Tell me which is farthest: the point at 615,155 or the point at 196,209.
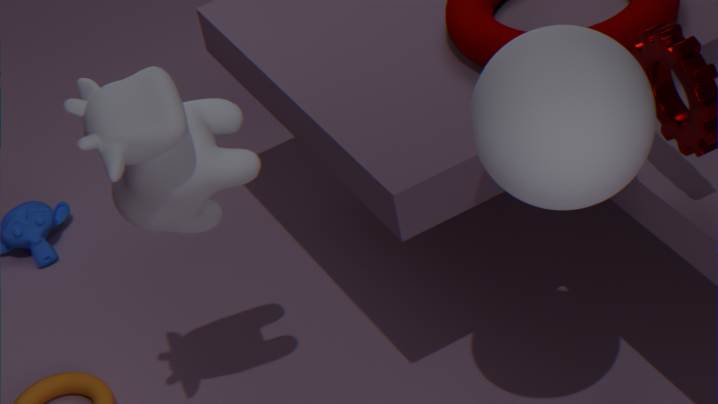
the point at 196,209
